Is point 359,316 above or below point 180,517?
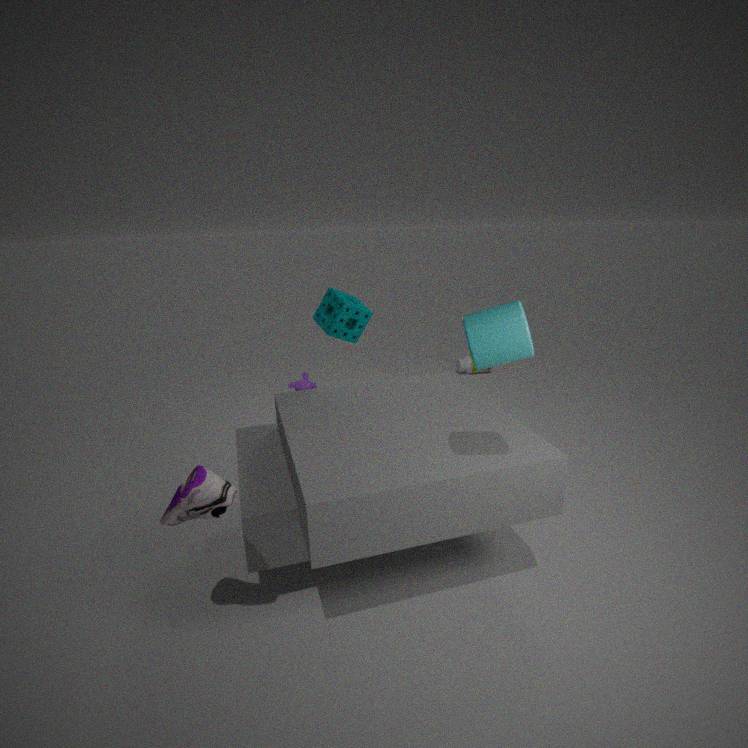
above
